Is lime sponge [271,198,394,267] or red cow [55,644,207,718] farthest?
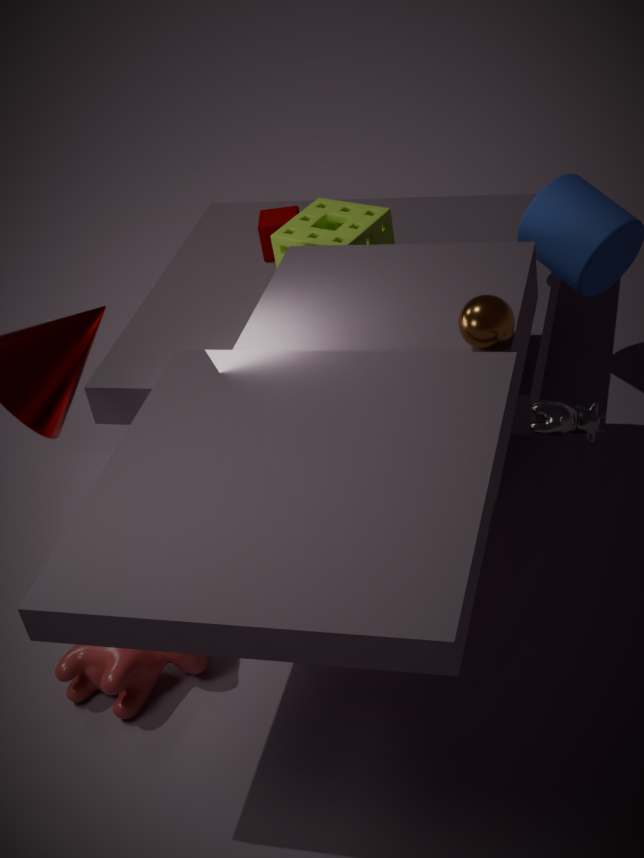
lime sponge [271,198,394,267]
